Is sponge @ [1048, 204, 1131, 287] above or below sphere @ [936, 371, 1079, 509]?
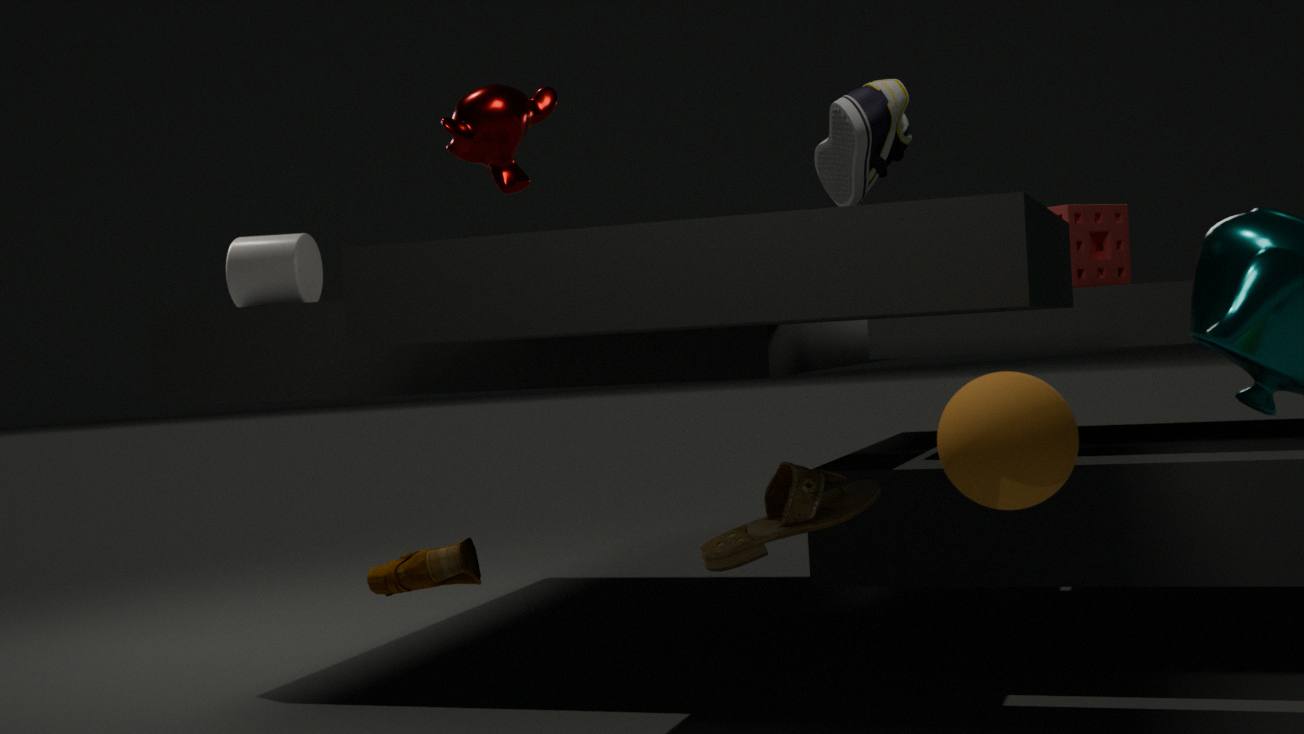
above
